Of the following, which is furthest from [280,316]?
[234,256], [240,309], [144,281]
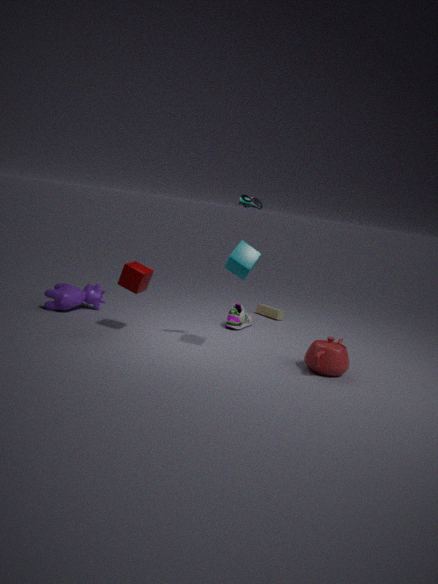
[144,281]
